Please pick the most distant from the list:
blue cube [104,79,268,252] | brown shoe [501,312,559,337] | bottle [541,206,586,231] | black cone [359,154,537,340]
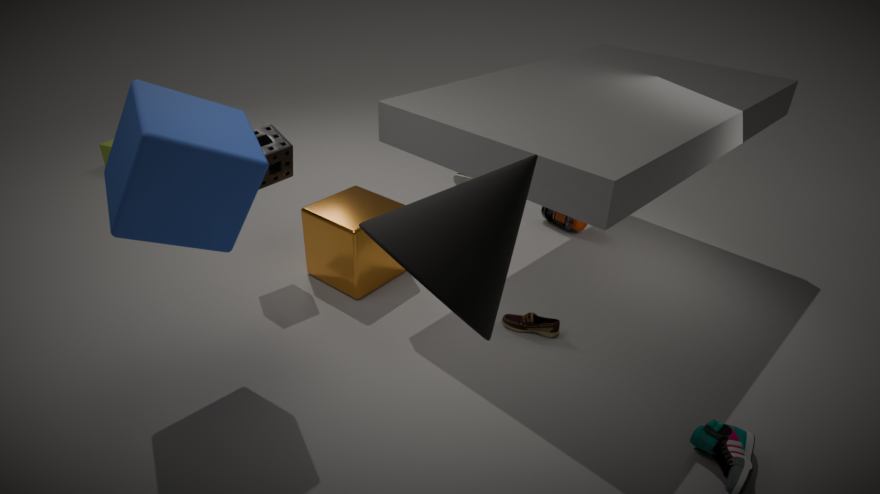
bottle [541,206,586,231]
